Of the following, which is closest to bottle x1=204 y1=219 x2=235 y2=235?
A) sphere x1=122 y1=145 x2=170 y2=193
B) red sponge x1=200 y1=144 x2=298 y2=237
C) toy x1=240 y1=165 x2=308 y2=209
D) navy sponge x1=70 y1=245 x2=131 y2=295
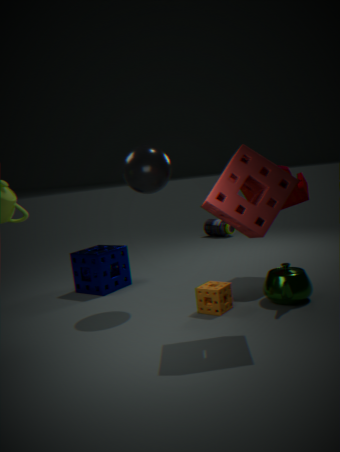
toy x1=240 y1=165 x2=308 y2=209
